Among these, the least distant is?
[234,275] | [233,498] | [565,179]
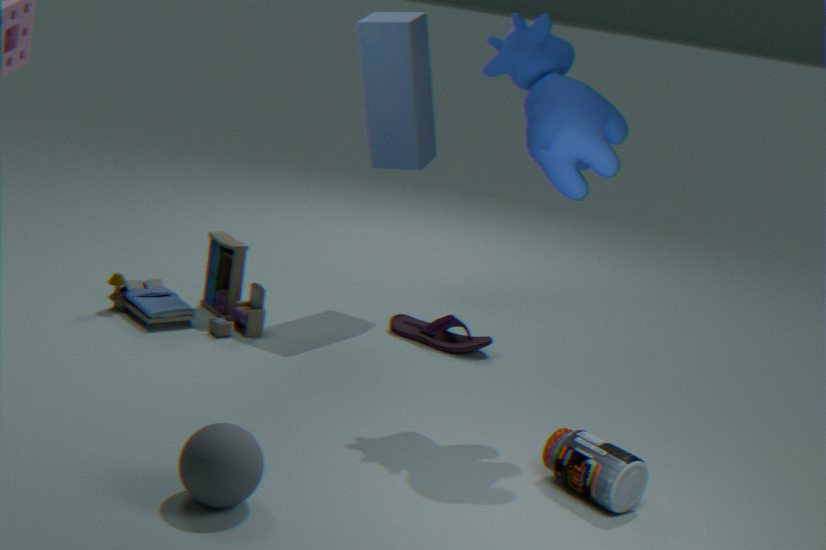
[233,498]
